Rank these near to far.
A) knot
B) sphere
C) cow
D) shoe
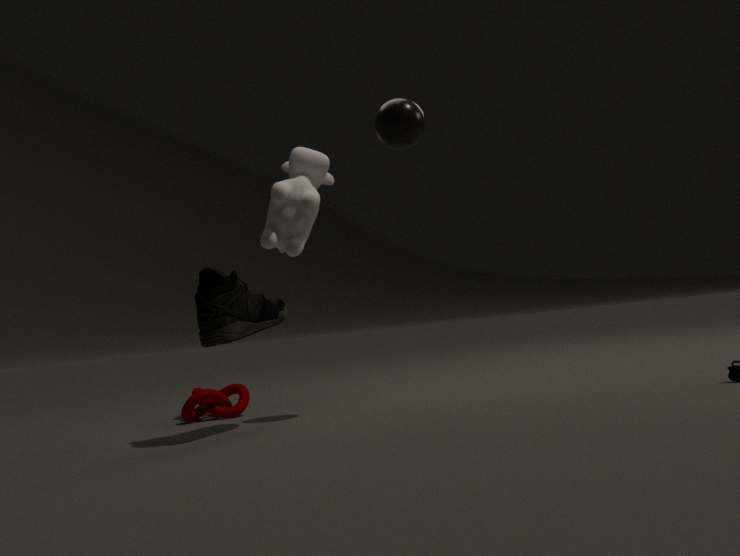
shoe
sphere
knot
cow
